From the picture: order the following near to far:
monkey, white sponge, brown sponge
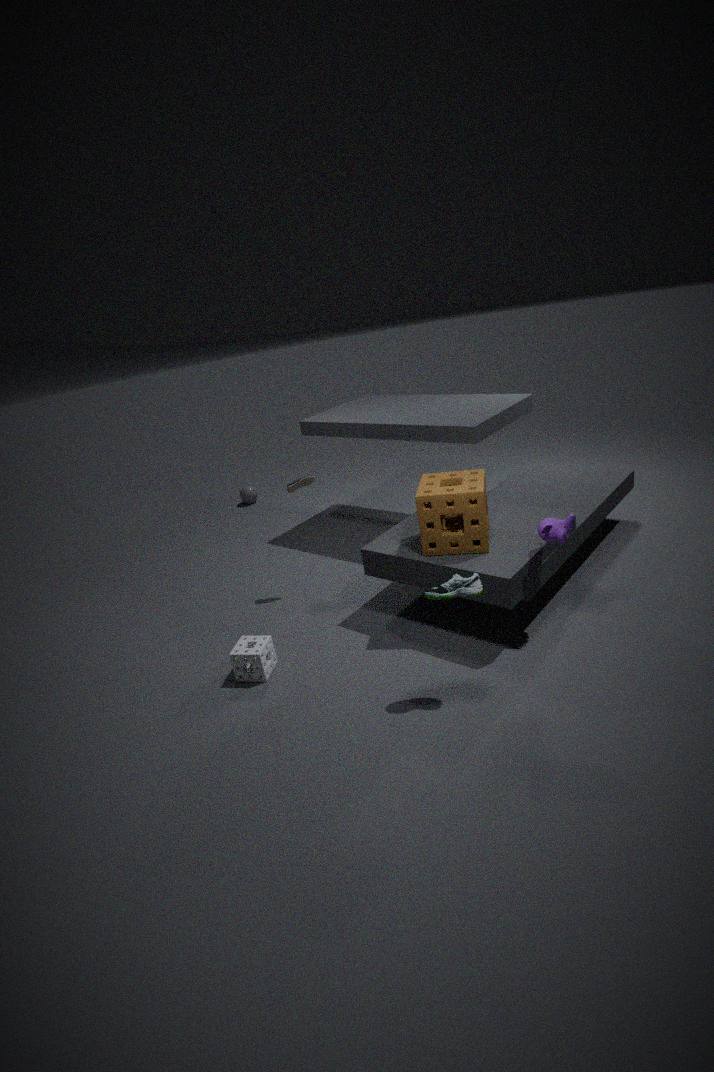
1. monkey
2. brown sponge
3. white sponge
